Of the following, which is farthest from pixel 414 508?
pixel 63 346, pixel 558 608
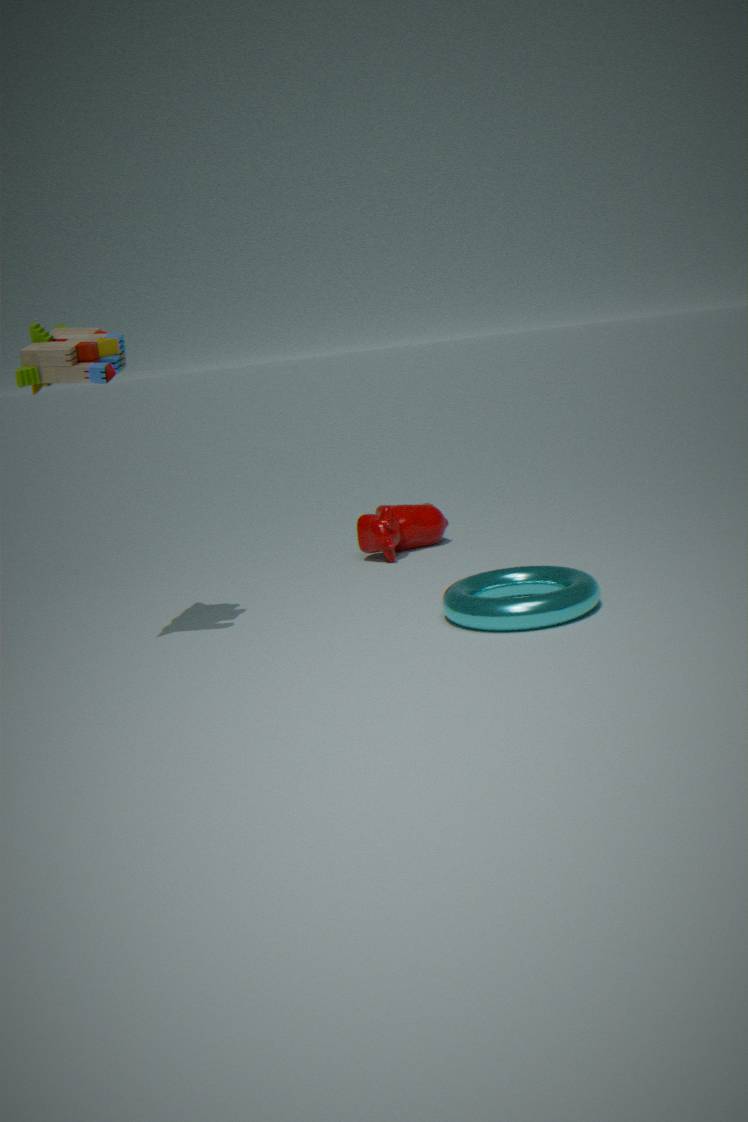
pixel 63 346
